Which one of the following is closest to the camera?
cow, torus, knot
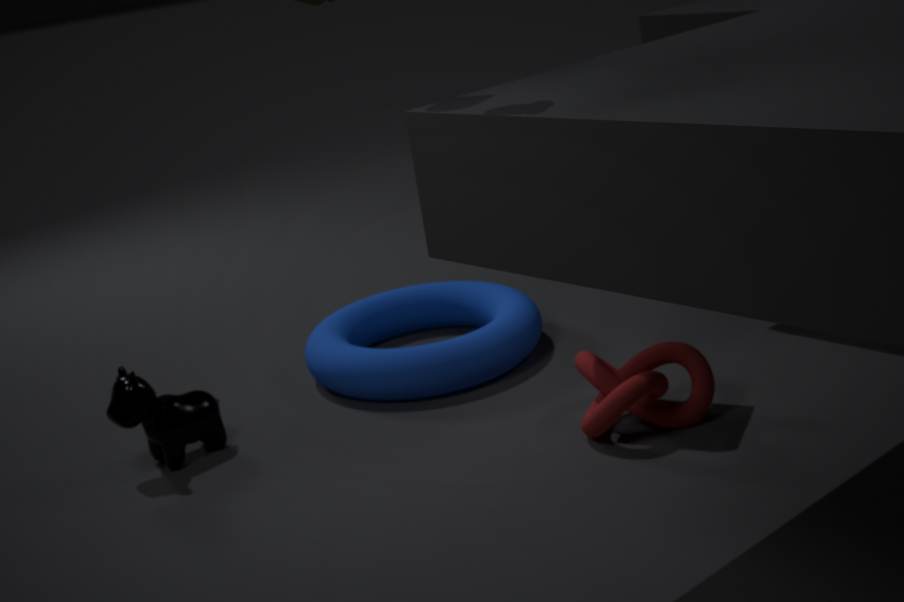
knot
